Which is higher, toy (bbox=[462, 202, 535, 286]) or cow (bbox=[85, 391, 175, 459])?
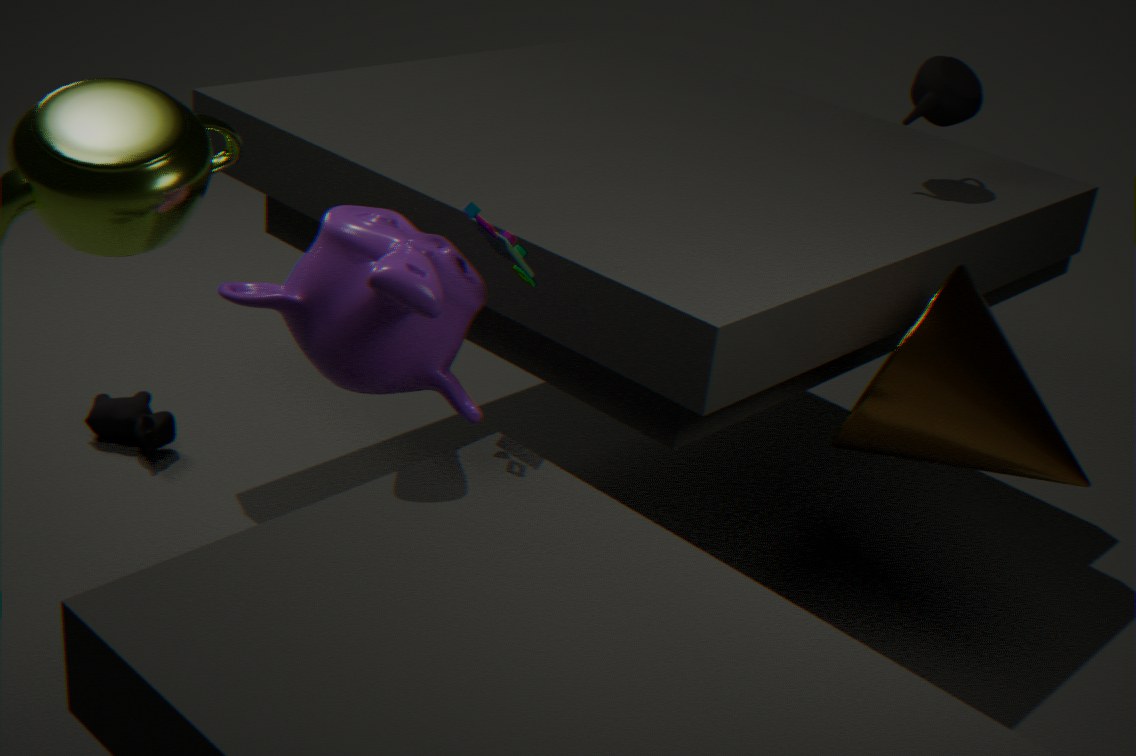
toy (bbox=[462, 202, 535, 286])
